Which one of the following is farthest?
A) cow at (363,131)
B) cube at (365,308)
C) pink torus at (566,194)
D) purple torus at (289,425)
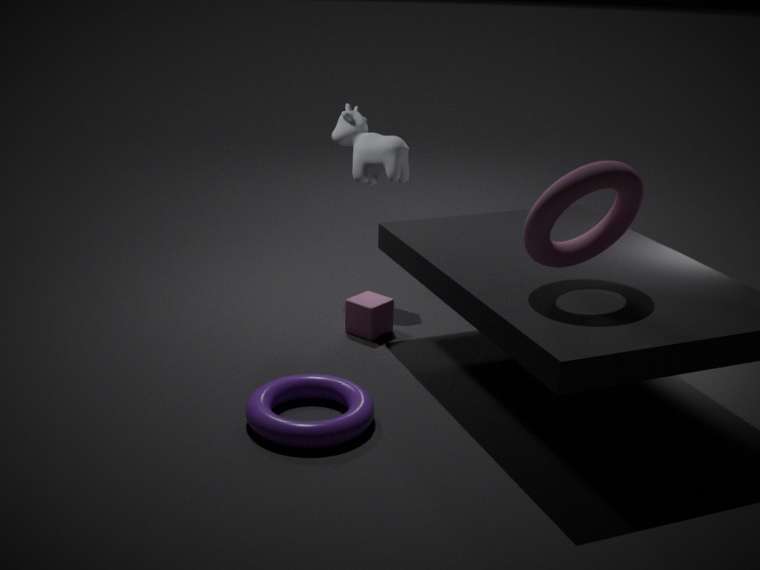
cow at (363,131)
